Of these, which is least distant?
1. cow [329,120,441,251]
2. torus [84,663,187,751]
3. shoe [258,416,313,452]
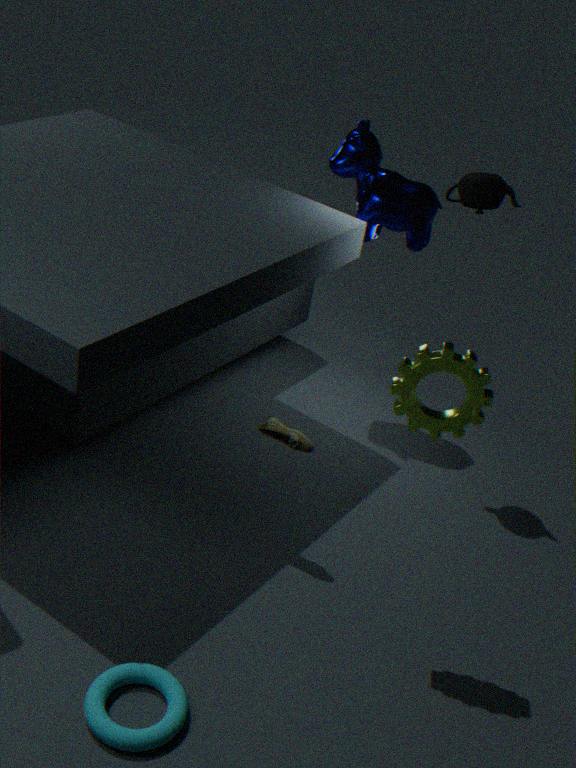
torus [84,663,187,751]
